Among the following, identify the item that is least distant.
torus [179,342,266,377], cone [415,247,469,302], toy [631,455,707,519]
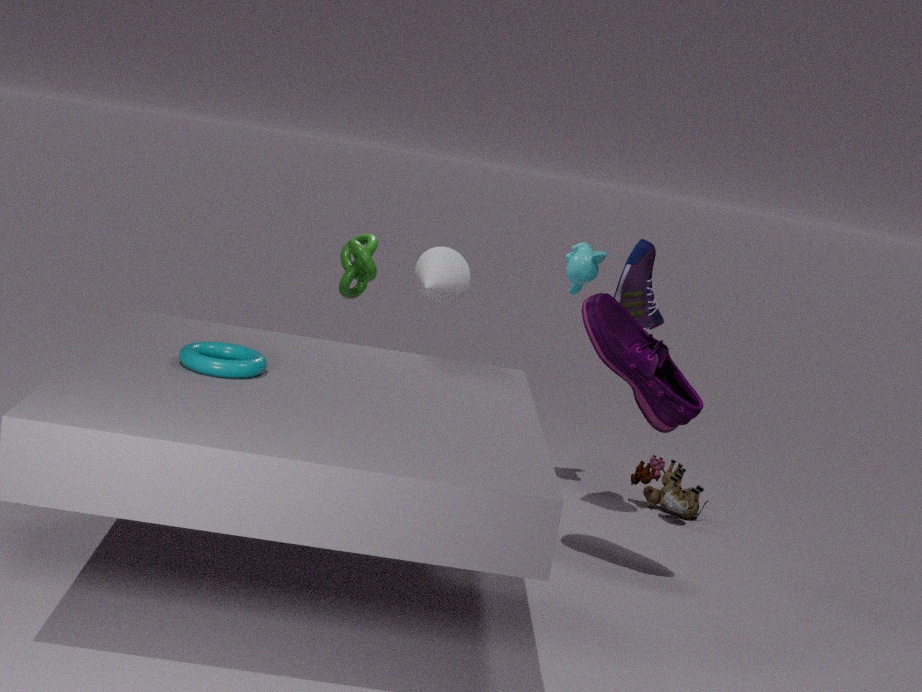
torus [179,342,266,377]
